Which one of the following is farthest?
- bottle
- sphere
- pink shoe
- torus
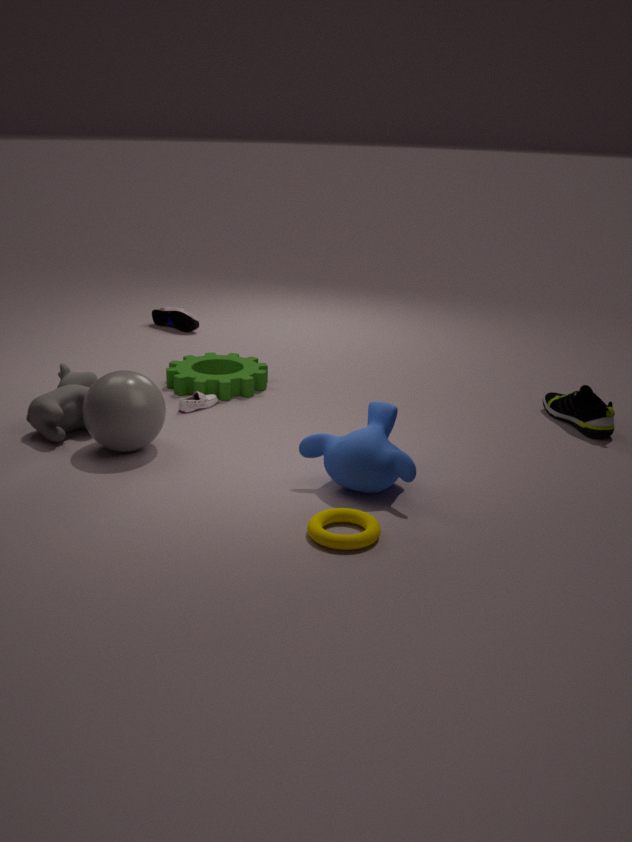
pink shoe
